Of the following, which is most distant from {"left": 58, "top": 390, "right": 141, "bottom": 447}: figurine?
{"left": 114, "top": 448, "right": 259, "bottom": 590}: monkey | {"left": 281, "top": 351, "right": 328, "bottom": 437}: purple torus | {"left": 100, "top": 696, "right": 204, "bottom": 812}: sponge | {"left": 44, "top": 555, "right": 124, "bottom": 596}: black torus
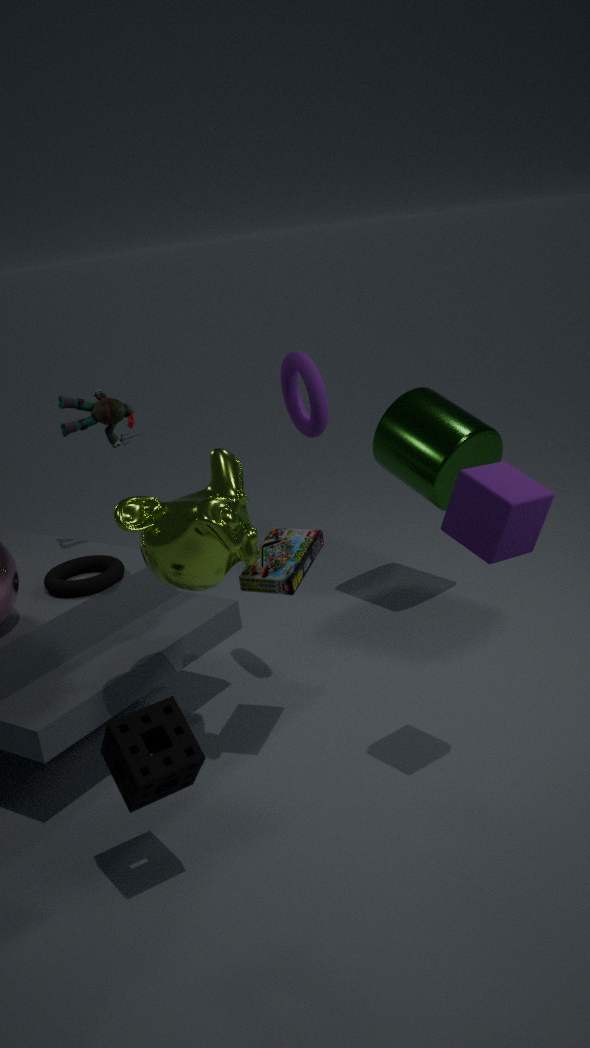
{"left": 100, "top": 696, "right": 204, "bottom": 812}: sponge
